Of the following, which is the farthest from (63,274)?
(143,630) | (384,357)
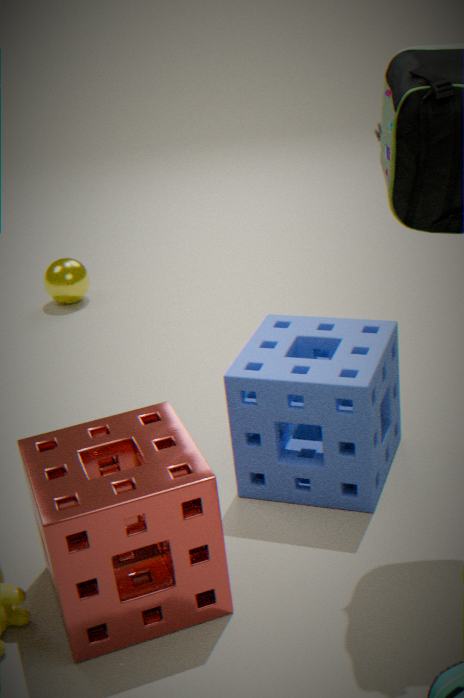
(143,630)
